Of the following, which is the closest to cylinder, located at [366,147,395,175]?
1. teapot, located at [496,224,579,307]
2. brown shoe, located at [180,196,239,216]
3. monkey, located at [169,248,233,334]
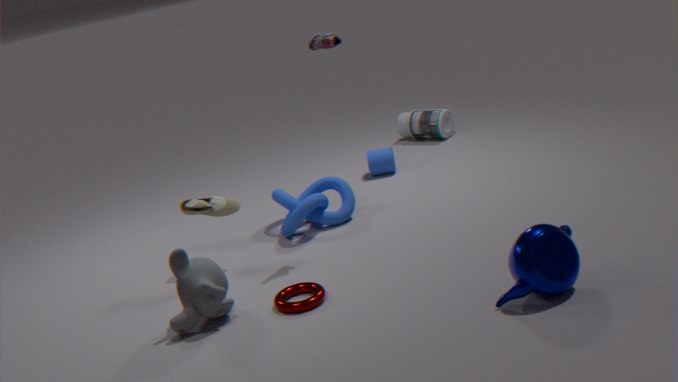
brown shoe, located at [180,196,239,216]
